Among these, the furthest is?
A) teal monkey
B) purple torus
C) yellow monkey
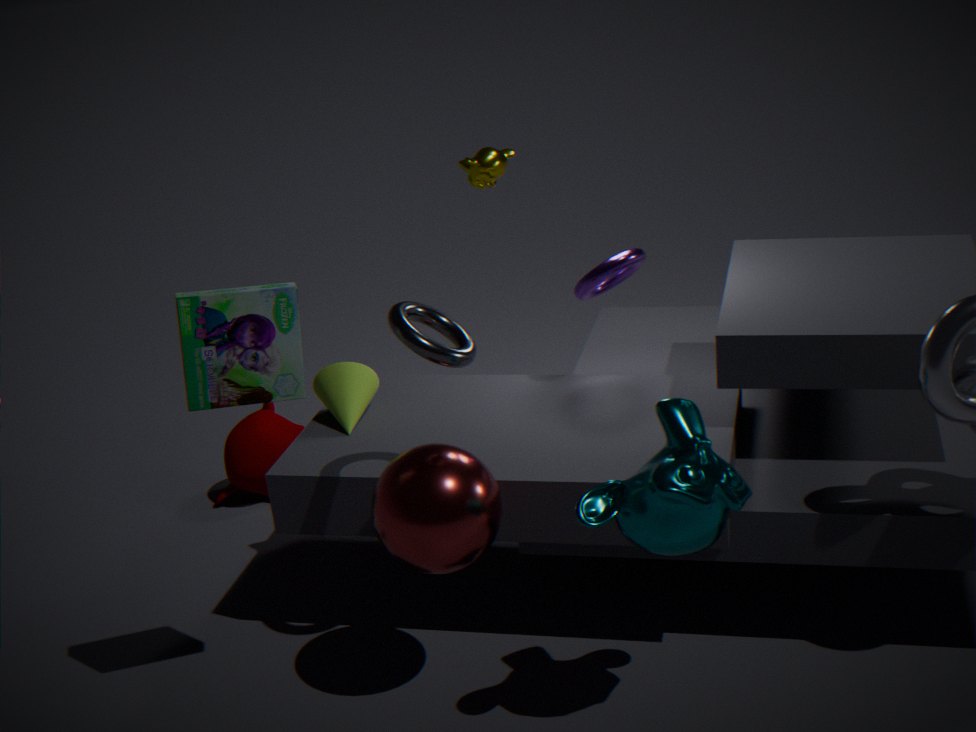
yellow monkey
